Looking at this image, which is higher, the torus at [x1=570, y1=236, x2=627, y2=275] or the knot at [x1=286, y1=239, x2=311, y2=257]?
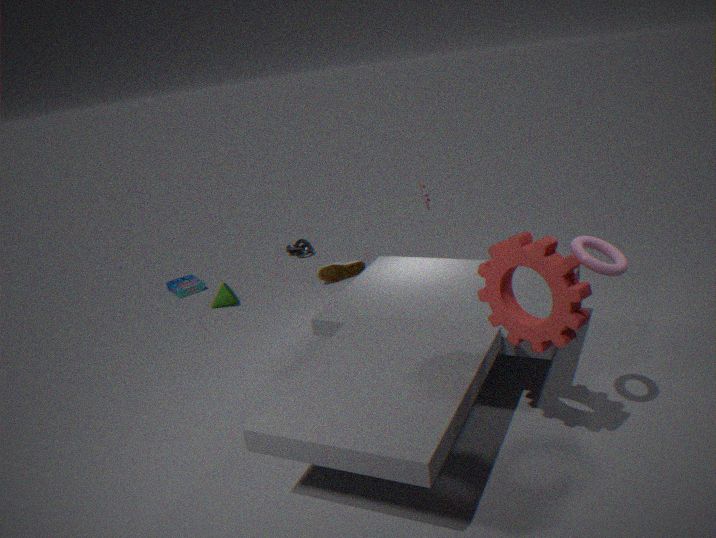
the torus at [x1=570, y1=236, x2=627, y2=275]
